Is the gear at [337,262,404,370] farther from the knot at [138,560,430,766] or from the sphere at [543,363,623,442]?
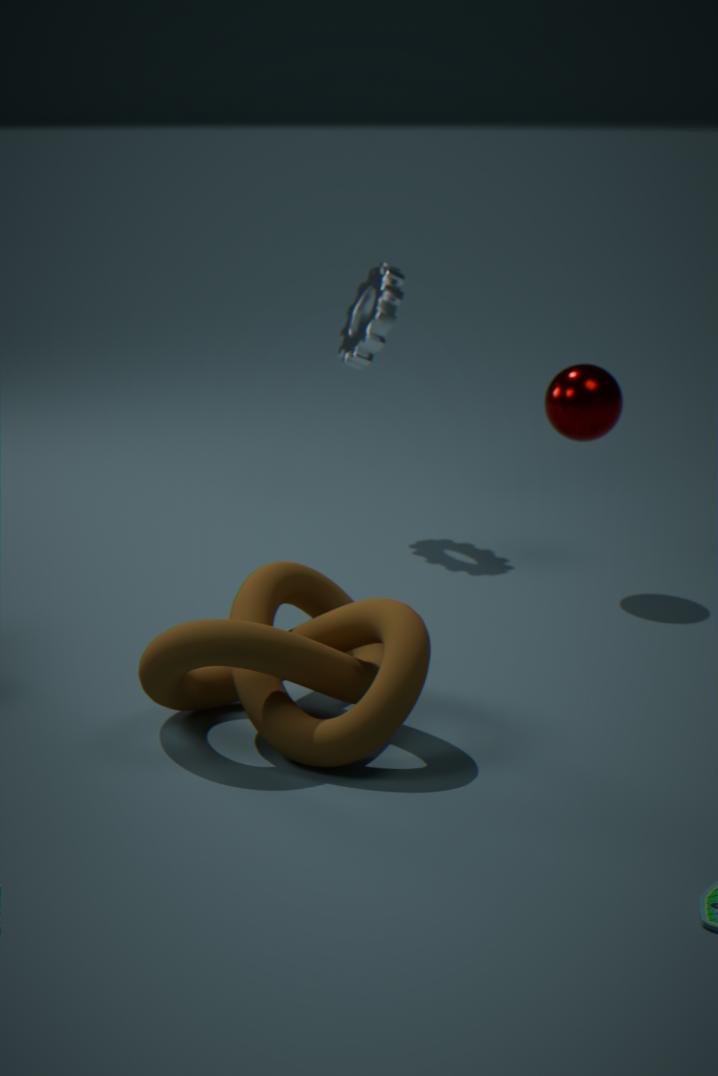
the knot at [138,560,430,766]
